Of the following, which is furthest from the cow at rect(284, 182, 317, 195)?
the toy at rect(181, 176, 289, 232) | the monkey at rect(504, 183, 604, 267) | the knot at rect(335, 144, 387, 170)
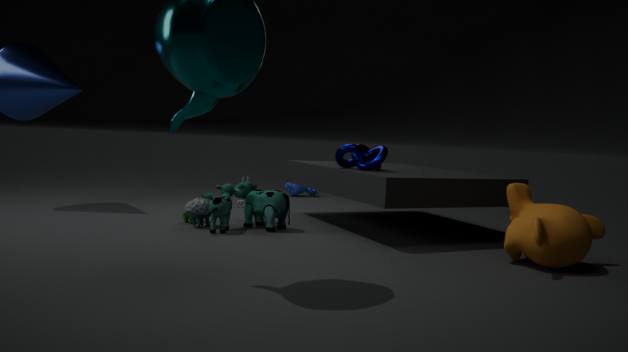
the monkey at rect(504, 183, 604, 267)
